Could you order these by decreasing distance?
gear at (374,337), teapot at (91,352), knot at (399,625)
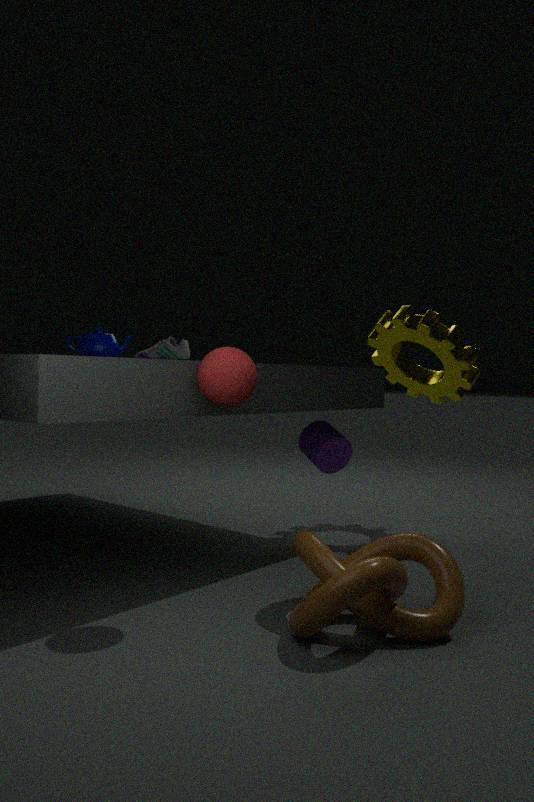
gear at (374,337)
teapot at (91,352)
knot at (399,625)
